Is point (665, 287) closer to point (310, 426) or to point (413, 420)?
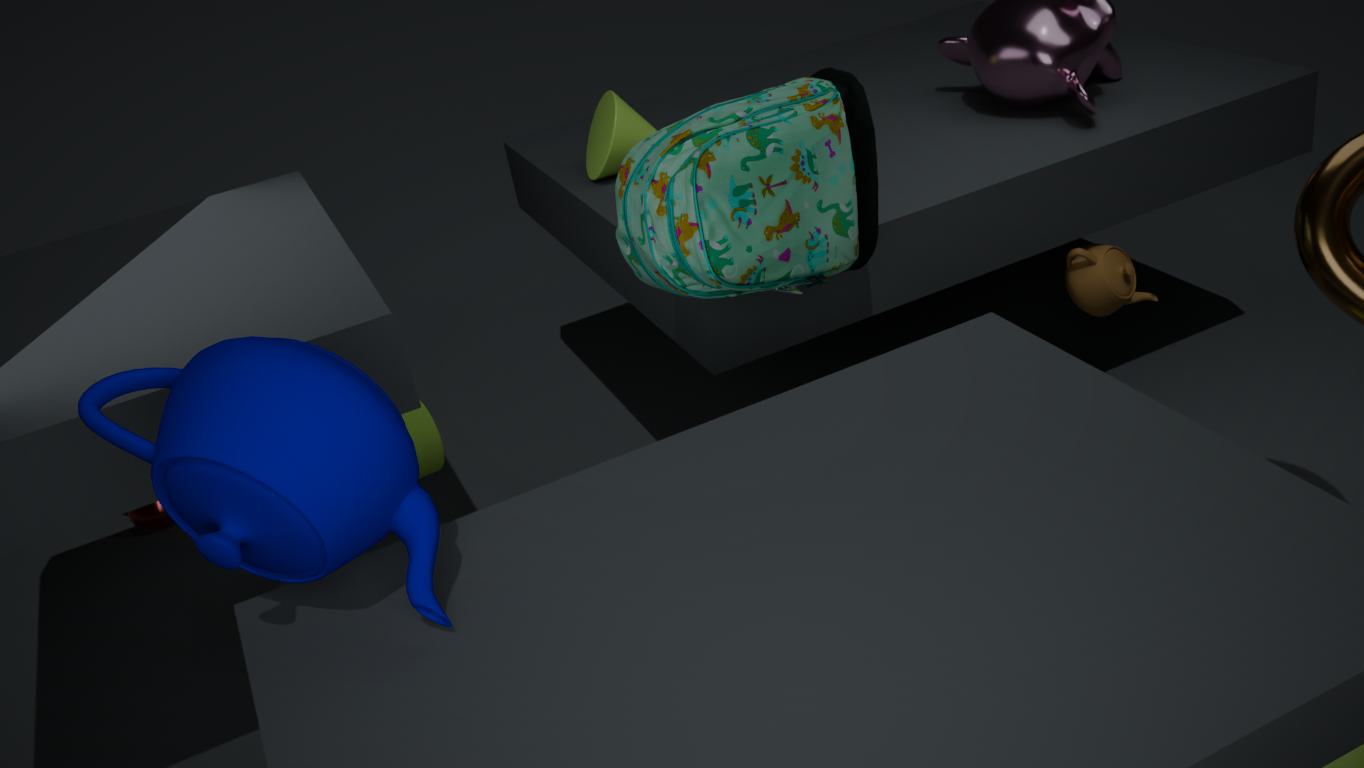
point (310, 426)
